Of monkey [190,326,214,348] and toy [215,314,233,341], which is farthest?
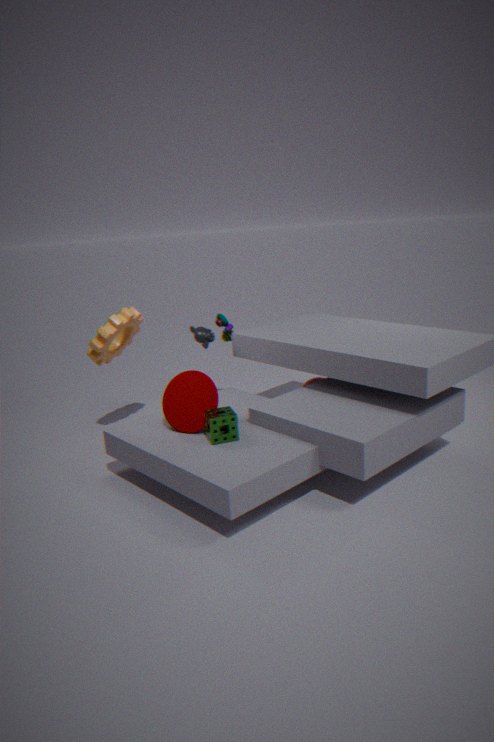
toy [215,314,233,341]
